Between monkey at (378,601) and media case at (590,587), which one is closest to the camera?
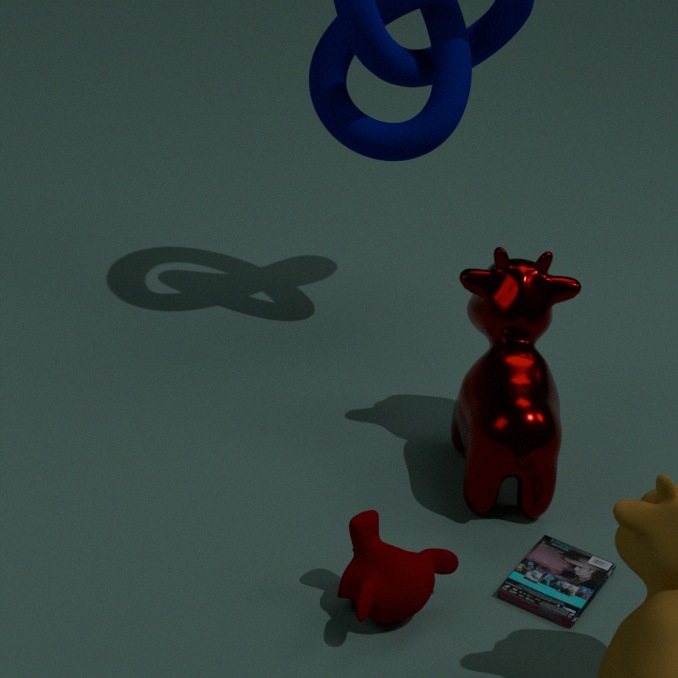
monkey at (378,601)
